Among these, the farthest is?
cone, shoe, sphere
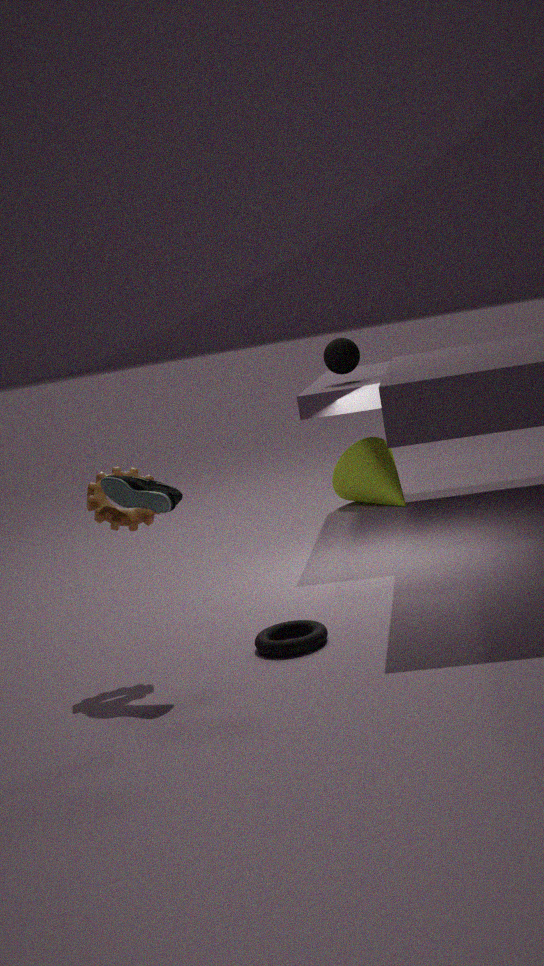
cone
